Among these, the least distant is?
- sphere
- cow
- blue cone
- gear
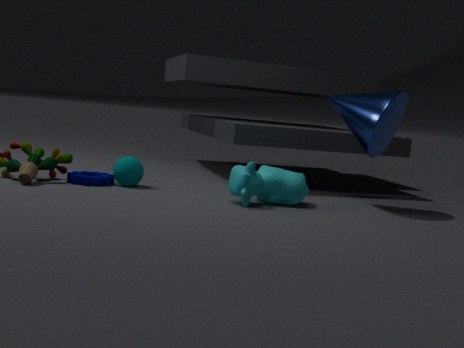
cow
